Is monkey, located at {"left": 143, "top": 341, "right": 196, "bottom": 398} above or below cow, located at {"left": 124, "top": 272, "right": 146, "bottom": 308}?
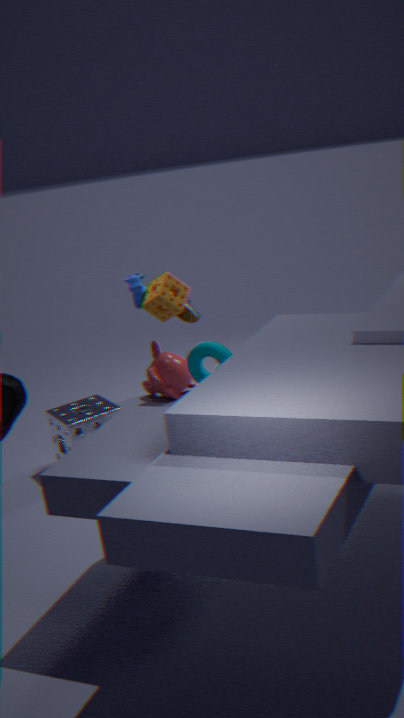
below
